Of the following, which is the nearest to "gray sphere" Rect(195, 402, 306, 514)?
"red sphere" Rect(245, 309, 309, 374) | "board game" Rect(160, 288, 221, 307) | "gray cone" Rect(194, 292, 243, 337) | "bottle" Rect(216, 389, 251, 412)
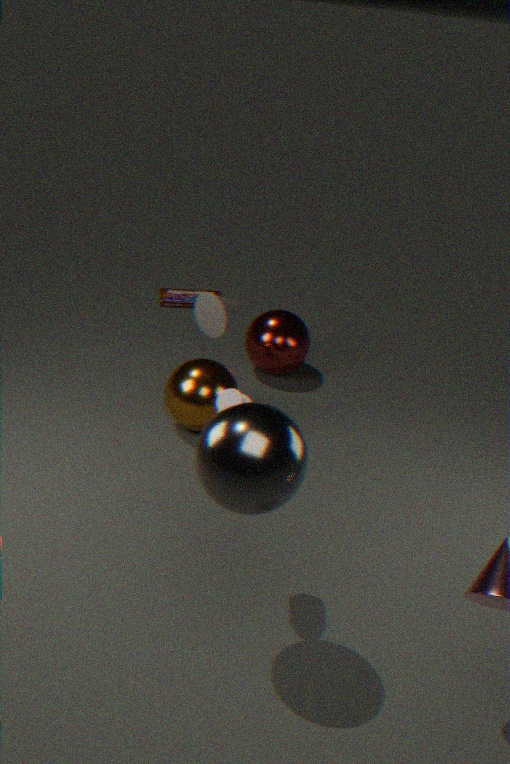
"bottle" Rect(216, 389, 251, 412)
